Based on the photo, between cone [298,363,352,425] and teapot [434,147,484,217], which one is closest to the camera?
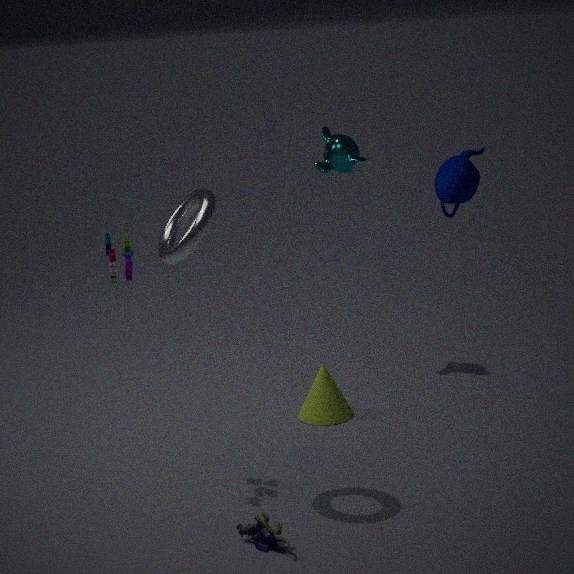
teapot [434,147,484,217]
